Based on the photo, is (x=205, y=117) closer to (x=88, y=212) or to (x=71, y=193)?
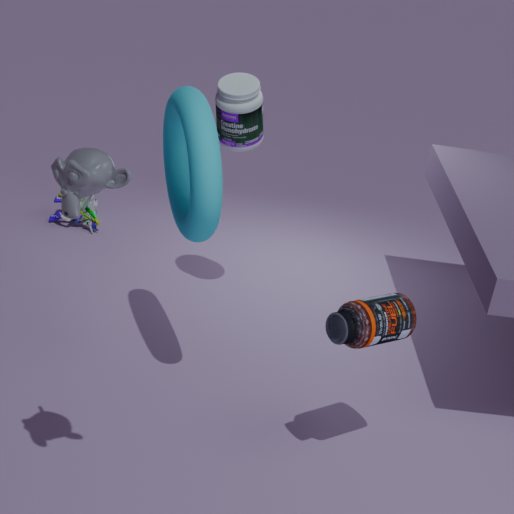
(x=71, y=193)
